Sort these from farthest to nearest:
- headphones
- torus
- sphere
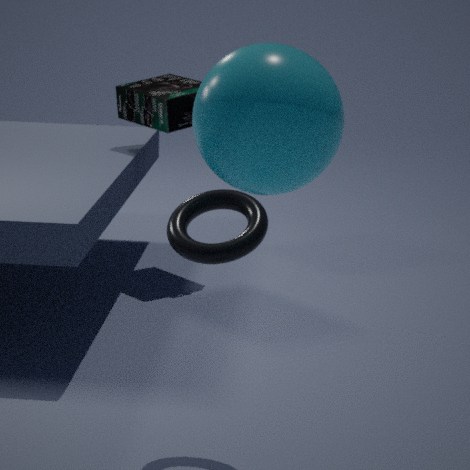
headphones < torus < sphere
